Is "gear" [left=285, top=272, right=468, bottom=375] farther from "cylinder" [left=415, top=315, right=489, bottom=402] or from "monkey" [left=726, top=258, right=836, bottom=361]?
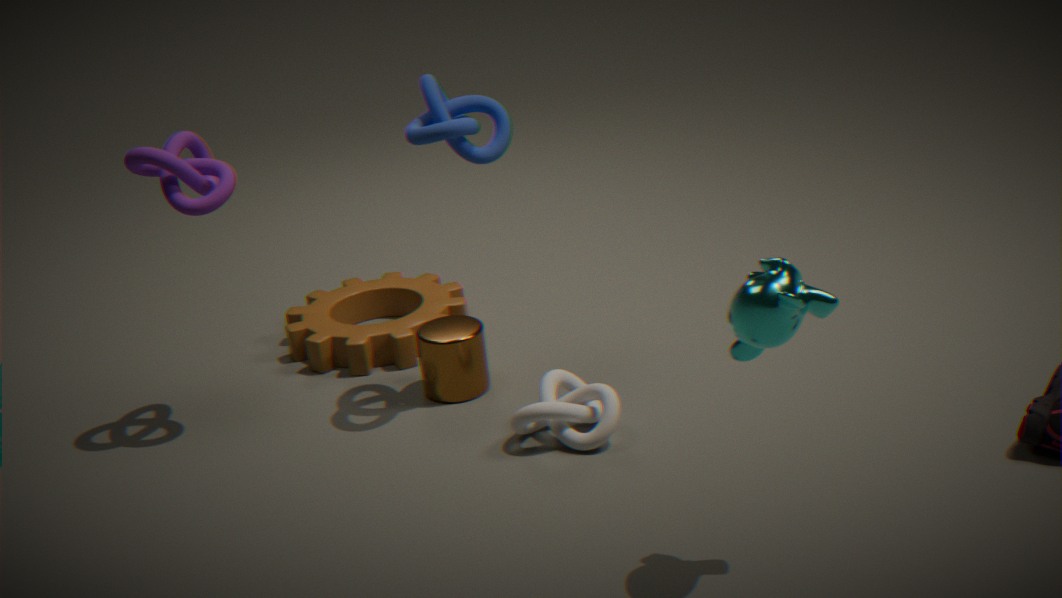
"monkey" [left=726, top=258, right=836, bottom=361]
